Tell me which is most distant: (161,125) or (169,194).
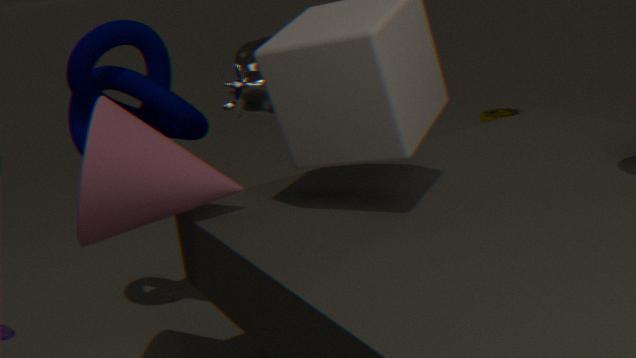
(161,125)
